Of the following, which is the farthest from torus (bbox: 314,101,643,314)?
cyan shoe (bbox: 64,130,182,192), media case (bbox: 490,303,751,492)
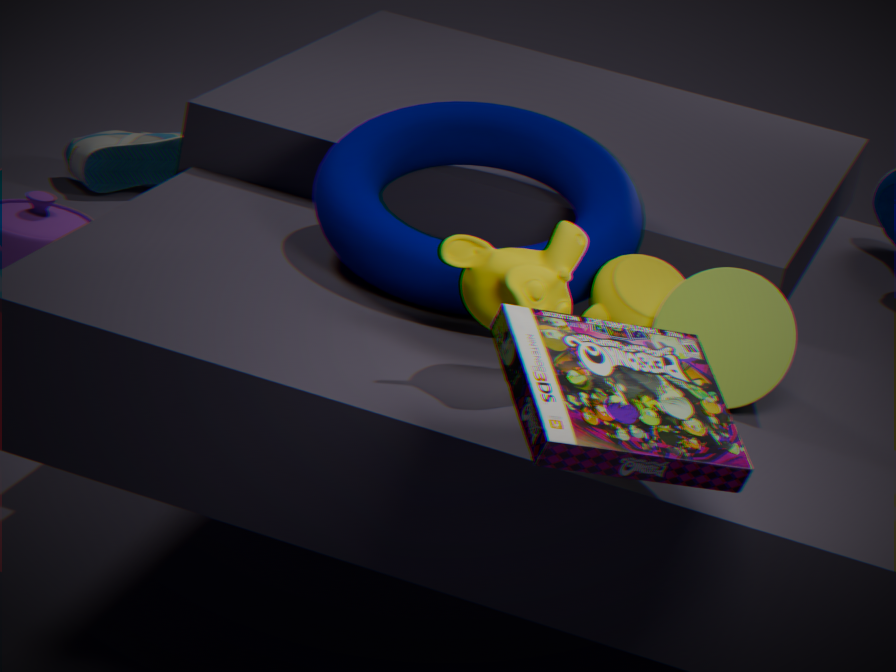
cyan shoe (bbox: 64,130,182,192)
